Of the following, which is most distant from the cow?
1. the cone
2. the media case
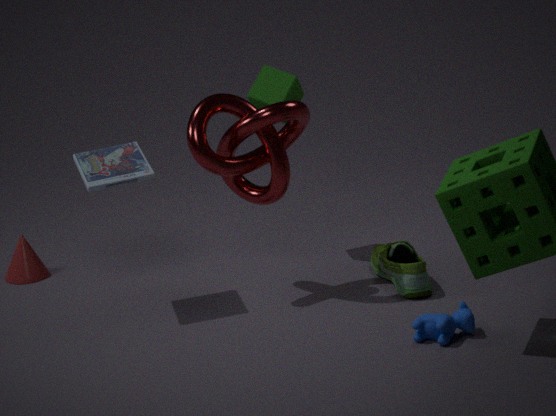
the cone
